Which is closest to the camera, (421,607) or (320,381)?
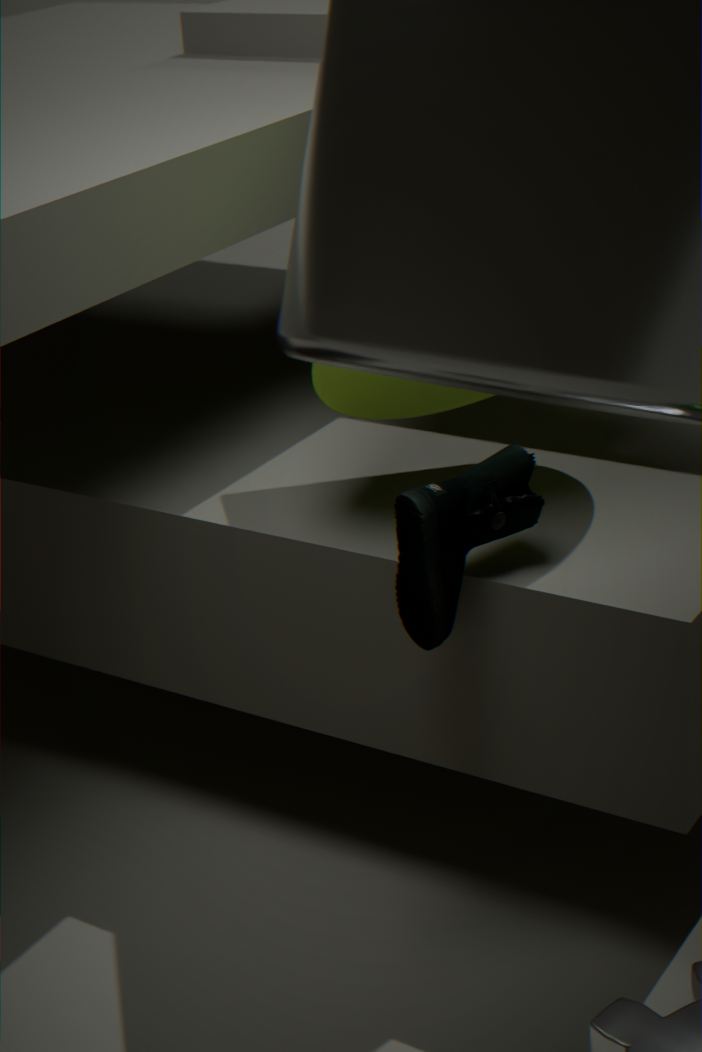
(421,607)
